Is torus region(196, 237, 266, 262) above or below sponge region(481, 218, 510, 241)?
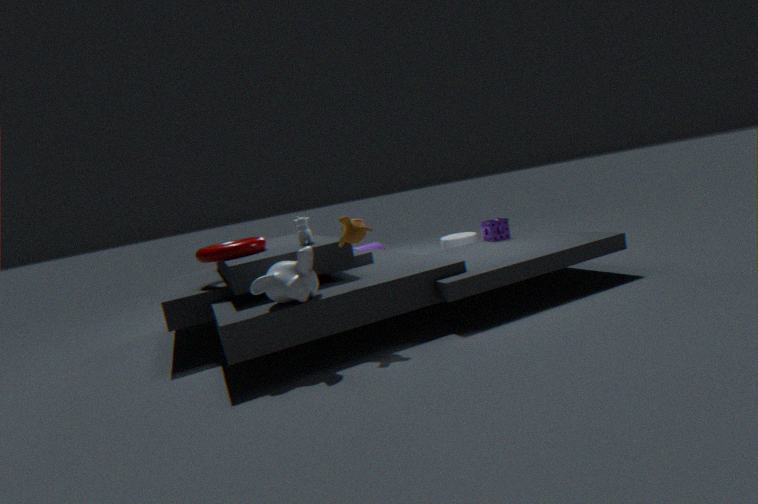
above
